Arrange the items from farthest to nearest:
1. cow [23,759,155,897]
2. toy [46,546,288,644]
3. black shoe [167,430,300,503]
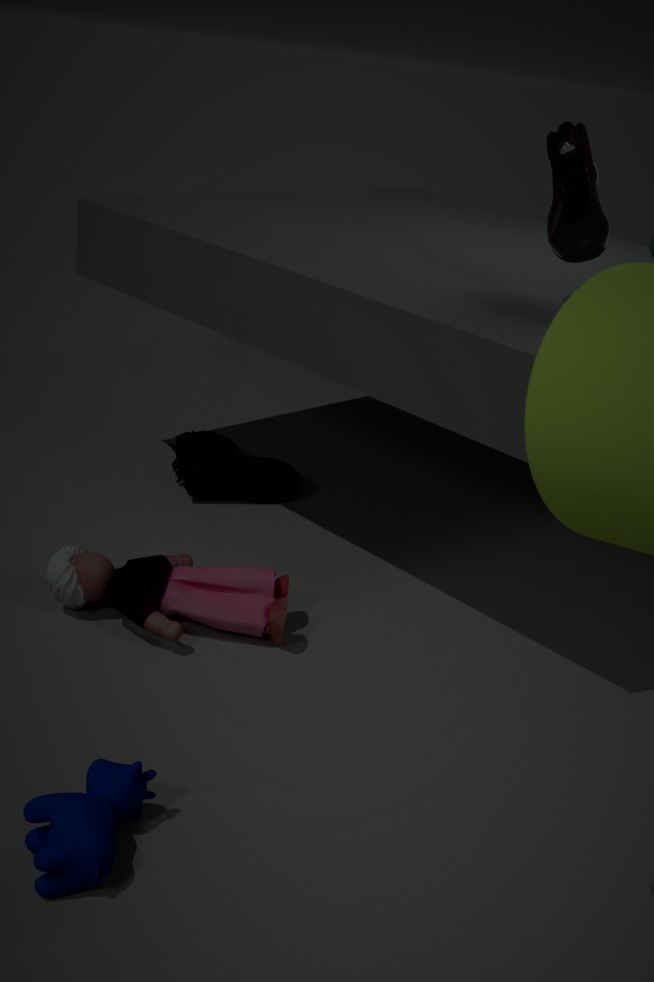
black shoe [167,430,300,503], toy [46,546,288,644], cow [23,759,155,897]
